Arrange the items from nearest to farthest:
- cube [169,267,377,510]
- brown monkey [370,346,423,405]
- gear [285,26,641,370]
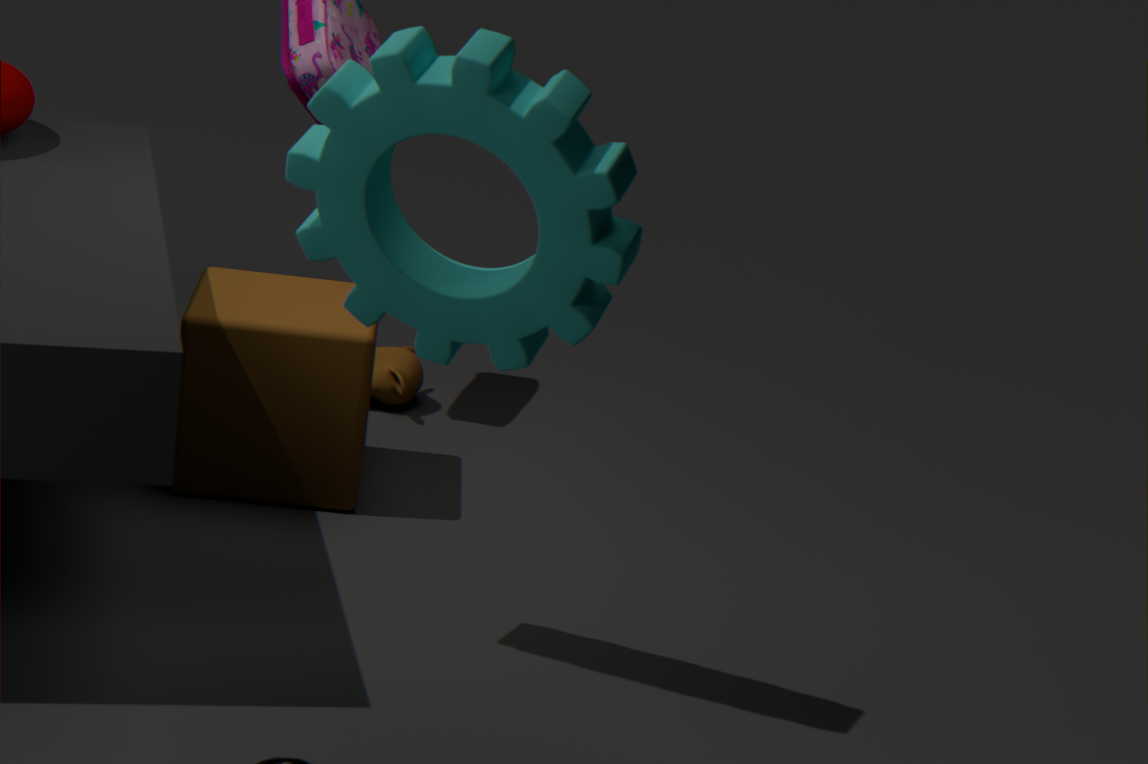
gear [285,26,641,370], cube [169,267,377,510], brown monkey [370,346,423,405]
